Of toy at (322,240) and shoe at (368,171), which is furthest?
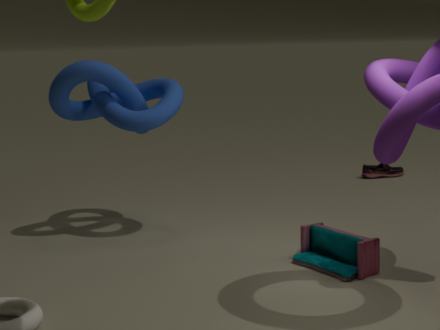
shoe at (368,171)
